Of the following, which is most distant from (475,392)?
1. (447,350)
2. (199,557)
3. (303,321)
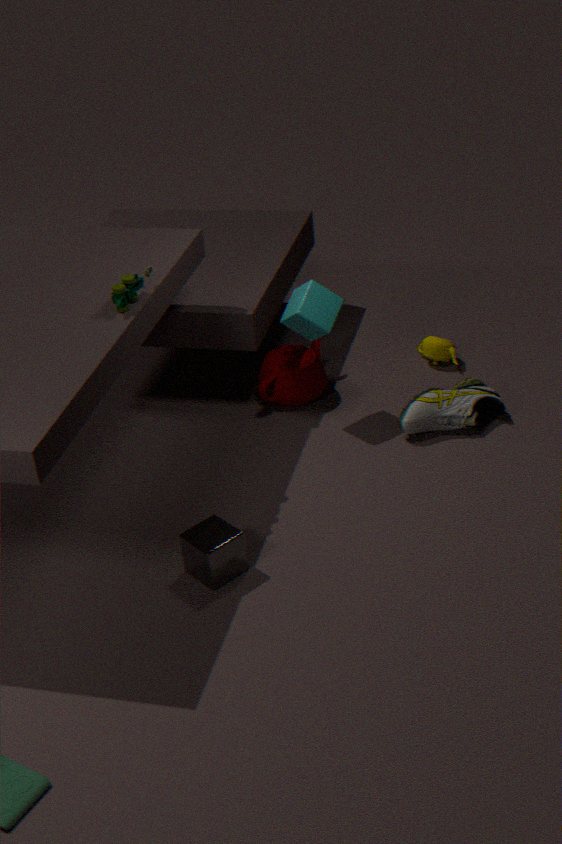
(199,557)
